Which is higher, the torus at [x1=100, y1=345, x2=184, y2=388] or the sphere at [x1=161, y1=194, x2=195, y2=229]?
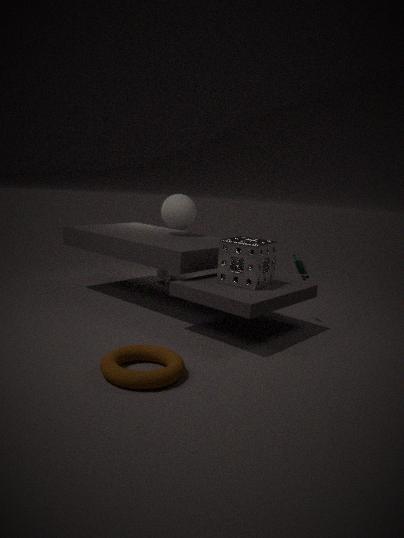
the sphere at [x1=161, y1=194, x2=195, y2=229]
